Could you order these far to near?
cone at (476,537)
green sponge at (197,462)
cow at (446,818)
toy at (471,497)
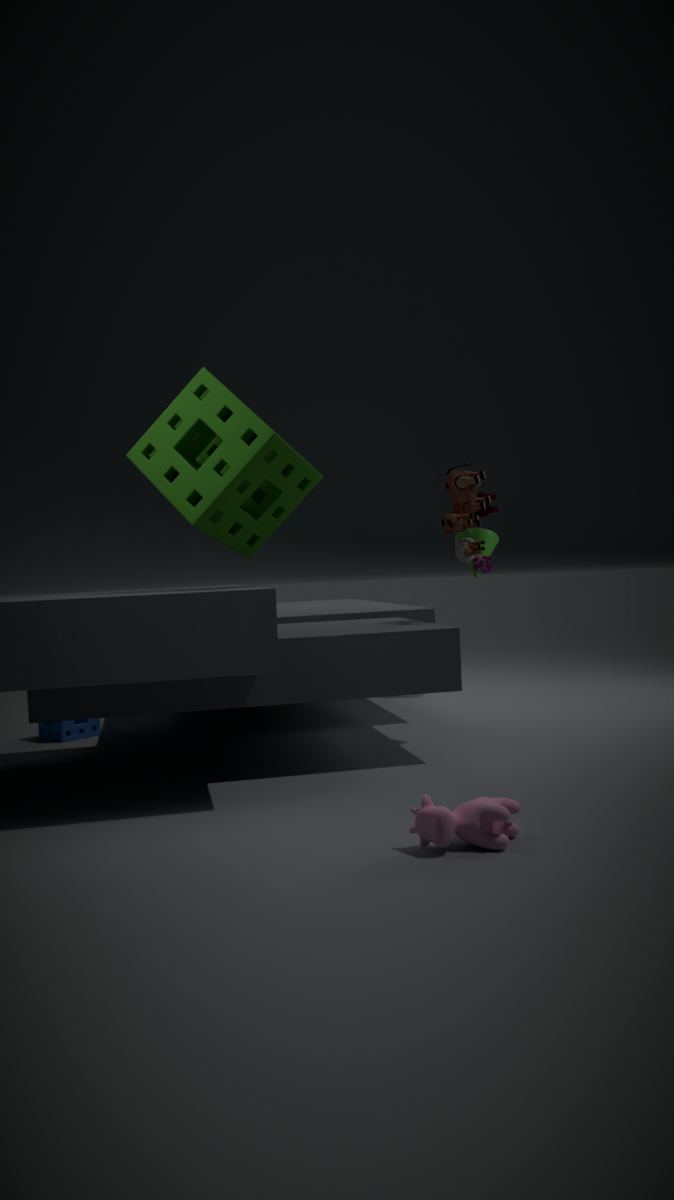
cone at (476,537) < toy at (471,497) < green sponge at (197,462) < cow at (446,818)
